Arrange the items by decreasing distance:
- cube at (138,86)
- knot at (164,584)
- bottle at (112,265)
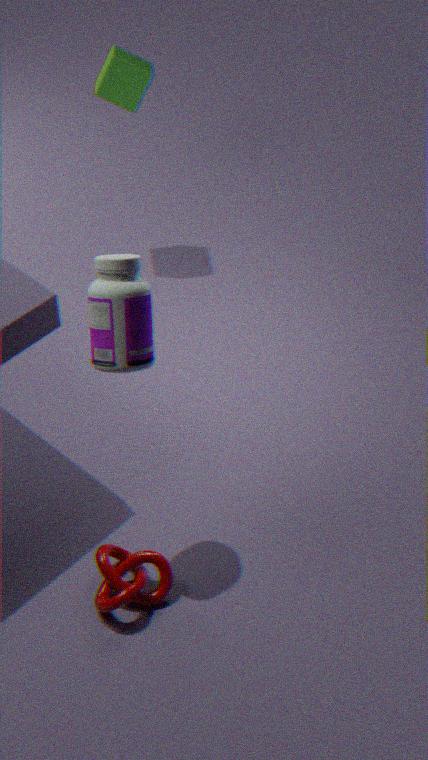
cube at (138,86)
knot at (164,584)
bottle at (112,265)
